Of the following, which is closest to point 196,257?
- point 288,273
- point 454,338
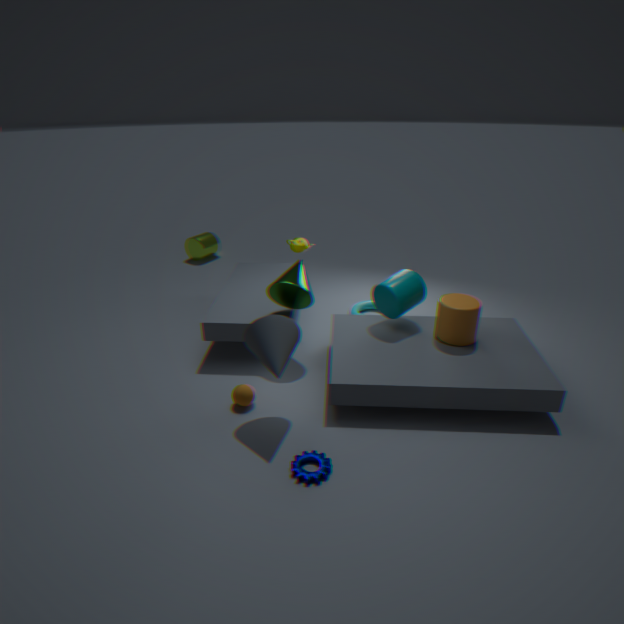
point 288,273
